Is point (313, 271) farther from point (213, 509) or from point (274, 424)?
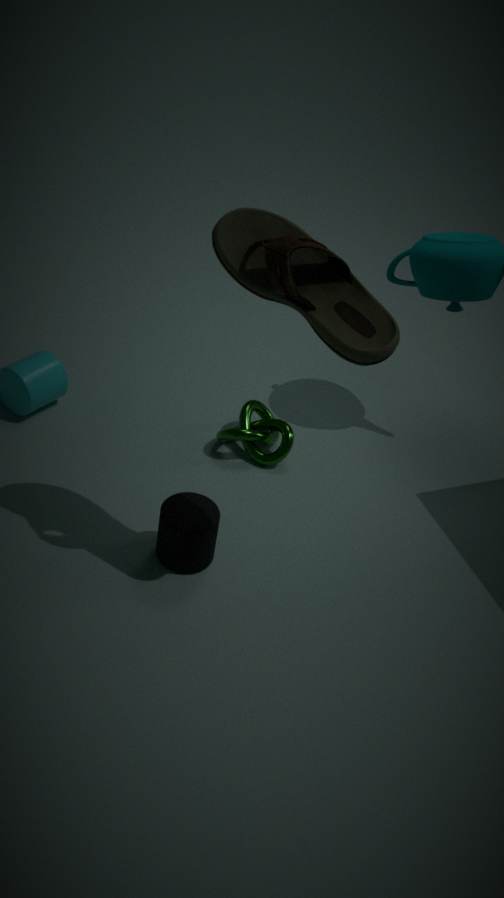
point (274, 424)
